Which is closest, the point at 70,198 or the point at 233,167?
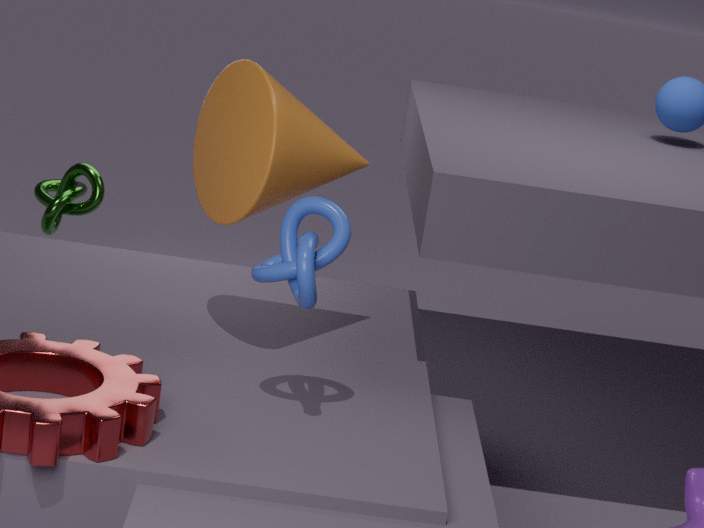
the point at 233,167
